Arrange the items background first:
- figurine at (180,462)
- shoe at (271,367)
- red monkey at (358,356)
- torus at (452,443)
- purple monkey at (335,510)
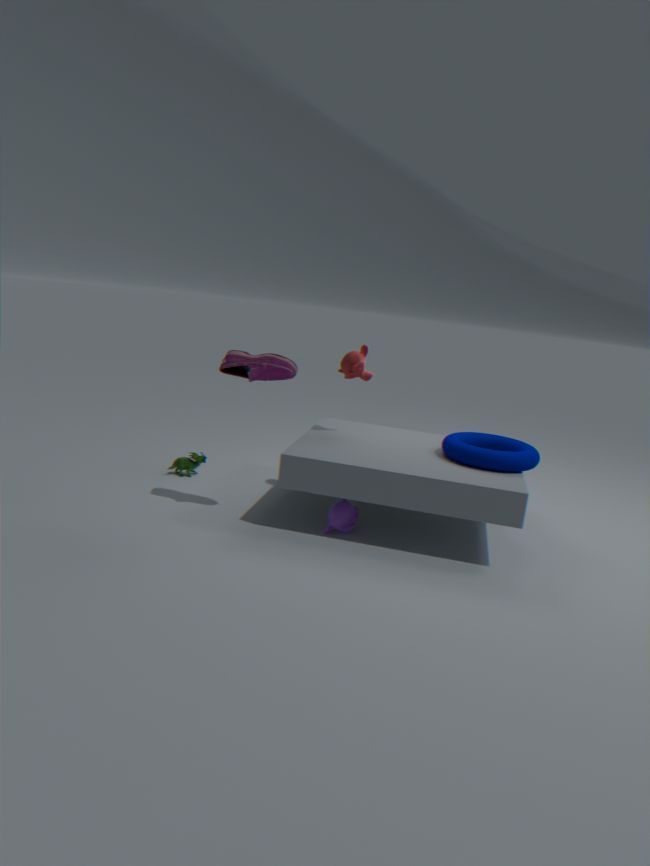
figurine at (180,462) < red monkey at (358,356) < torus at (452,443) < purple monkey at (335,510) < shoe at (271,367)
